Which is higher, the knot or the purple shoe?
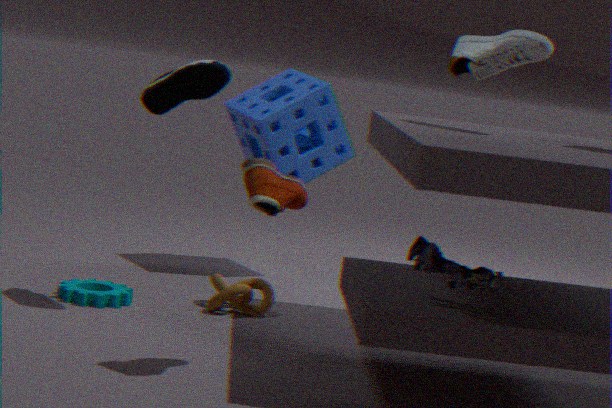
the purple shoe
